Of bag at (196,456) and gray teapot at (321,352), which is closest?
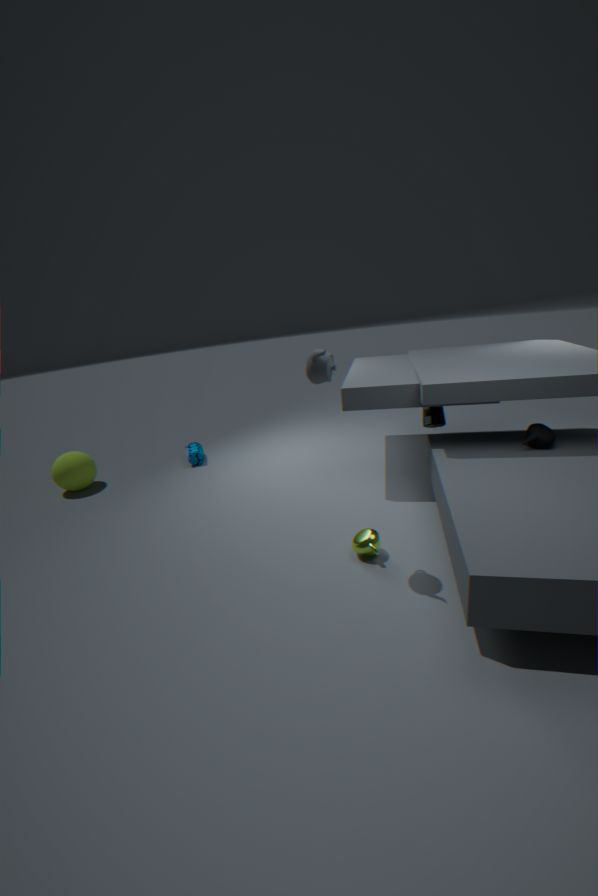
gray teapot at (321,352)
